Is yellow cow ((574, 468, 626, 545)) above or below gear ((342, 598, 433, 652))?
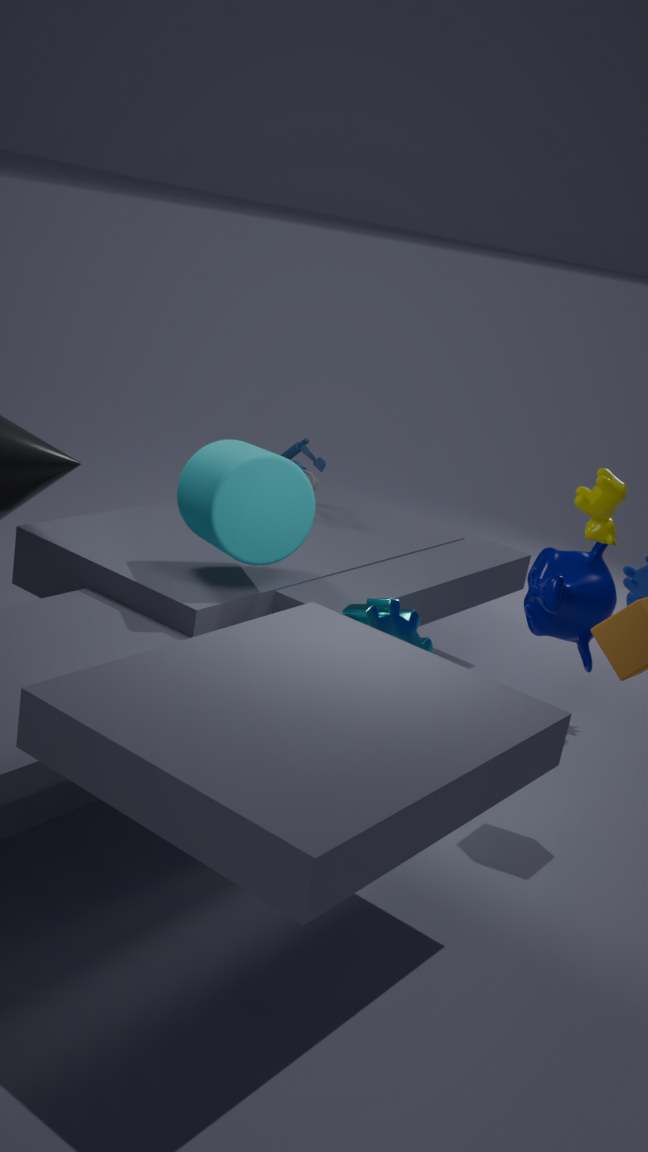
above
